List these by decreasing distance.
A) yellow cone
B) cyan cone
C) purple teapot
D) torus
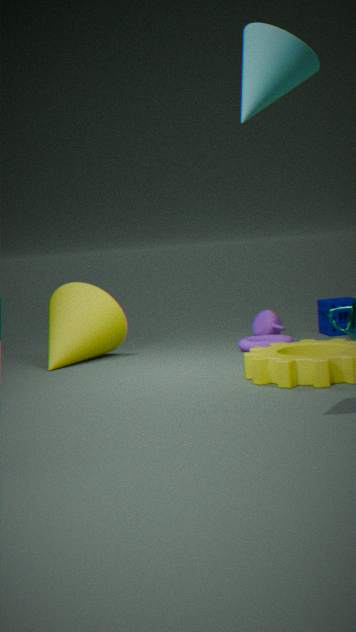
purple teapot
yellow cone
torus
cyan cone
